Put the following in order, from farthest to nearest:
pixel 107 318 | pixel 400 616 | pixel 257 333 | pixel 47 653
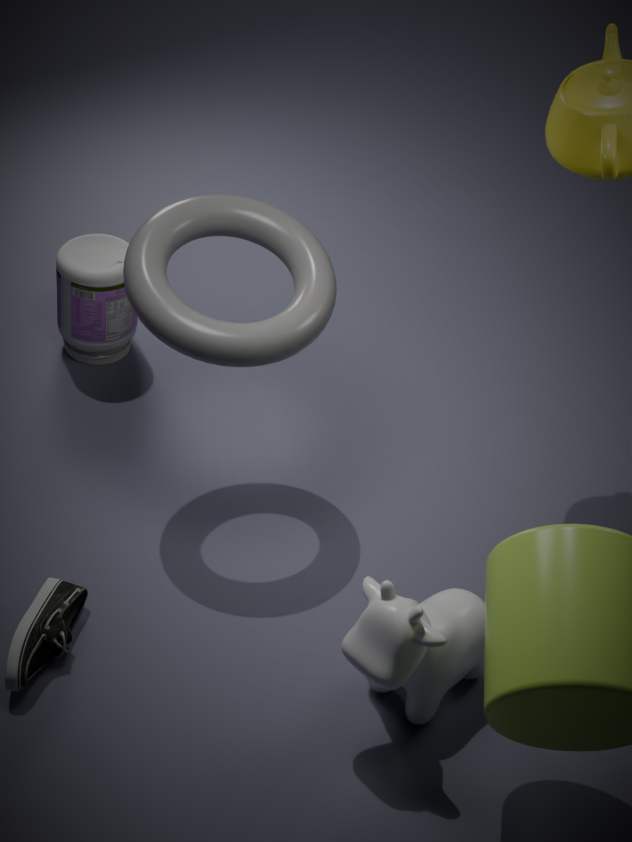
pixel 107 318 → pixel 257 333 → pixel 47 653 → pixel 400 616
